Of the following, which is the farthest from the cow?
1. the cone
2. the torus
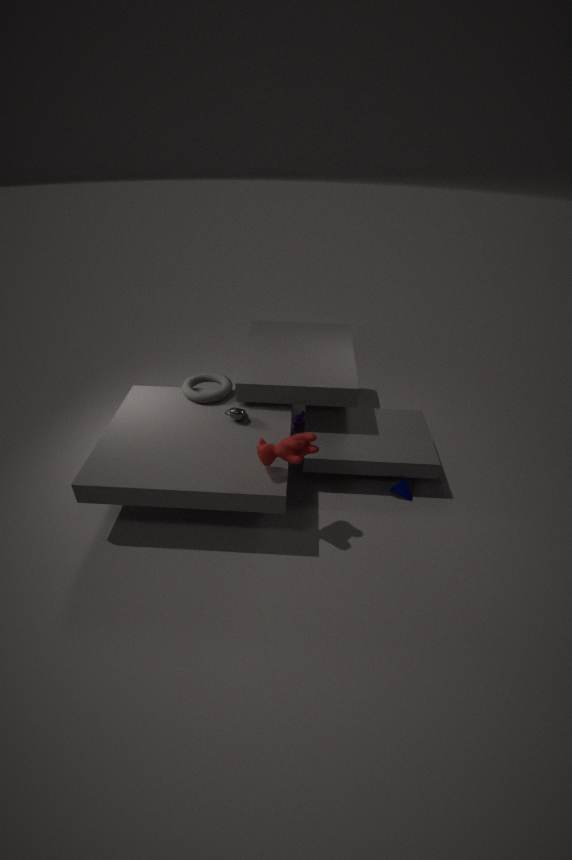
the cone
